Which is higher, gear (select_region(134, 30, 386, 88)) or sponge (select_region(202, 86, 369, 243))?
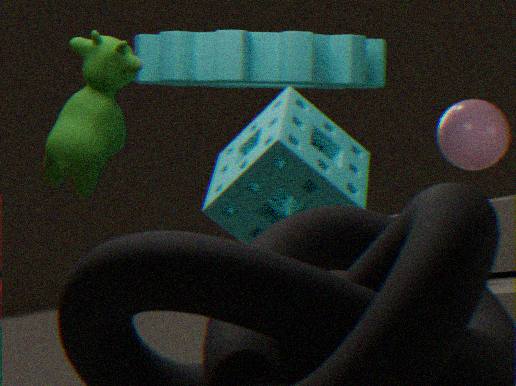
gear (select_region(134, 30, 386, 88))
